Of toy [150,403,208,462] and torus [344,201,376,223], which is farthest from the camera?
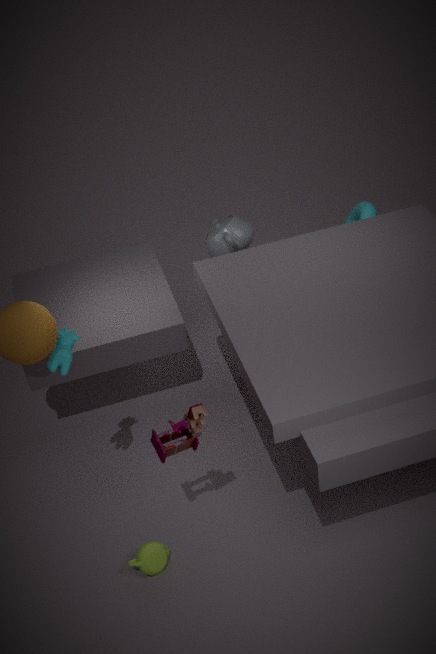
torus [344,201,376,223]
